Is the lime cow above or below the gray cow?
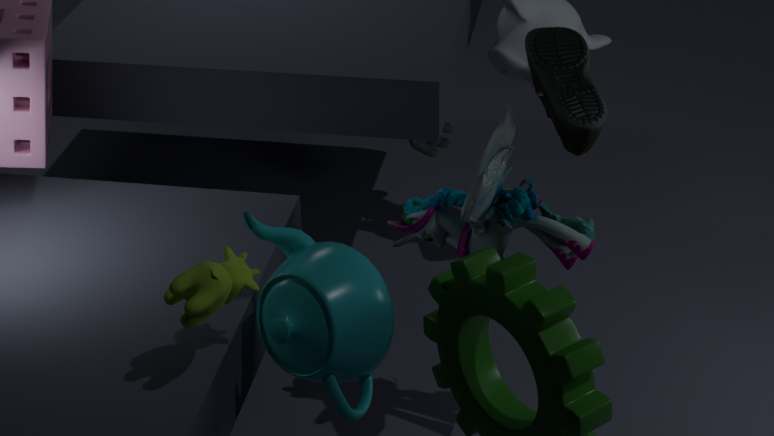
above
